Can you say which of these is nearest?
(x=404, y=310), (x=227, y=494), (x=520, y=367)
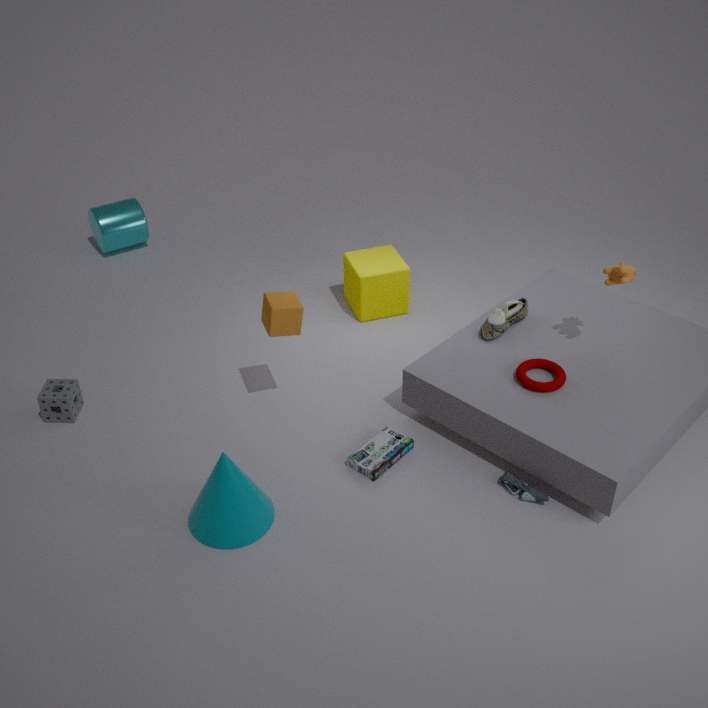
(x=227, y=494)
